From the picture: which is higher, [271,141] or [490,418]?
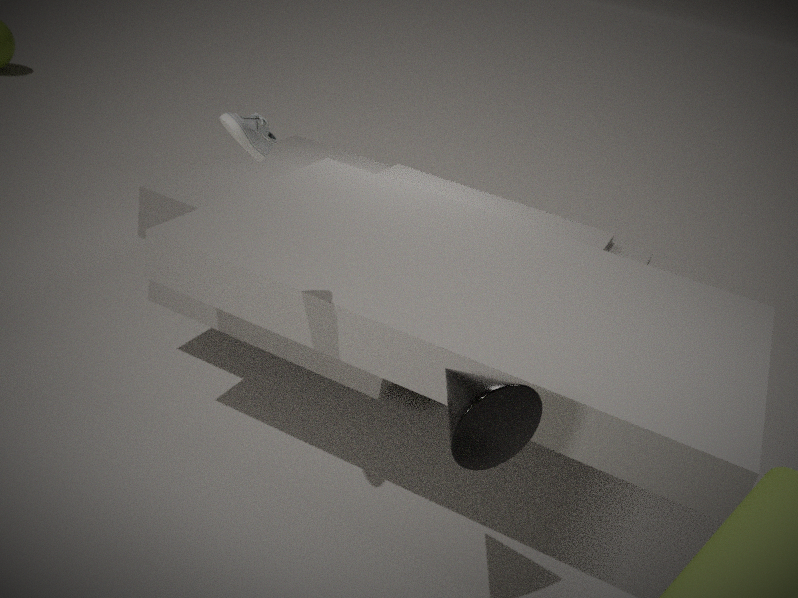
[271,141]
